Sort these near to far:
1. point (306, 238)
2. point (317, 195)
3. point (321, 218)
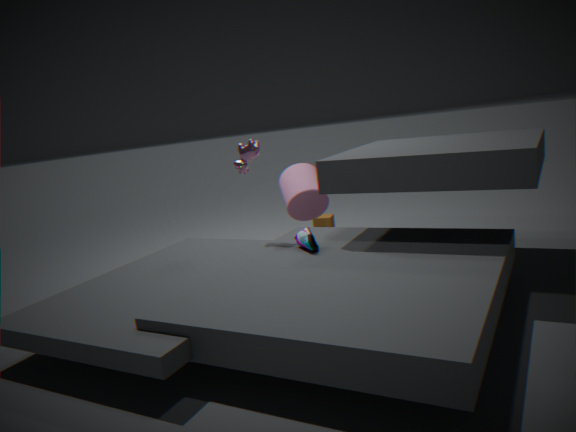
point (306, 238) < point (317, 195) < point (321, 218)
